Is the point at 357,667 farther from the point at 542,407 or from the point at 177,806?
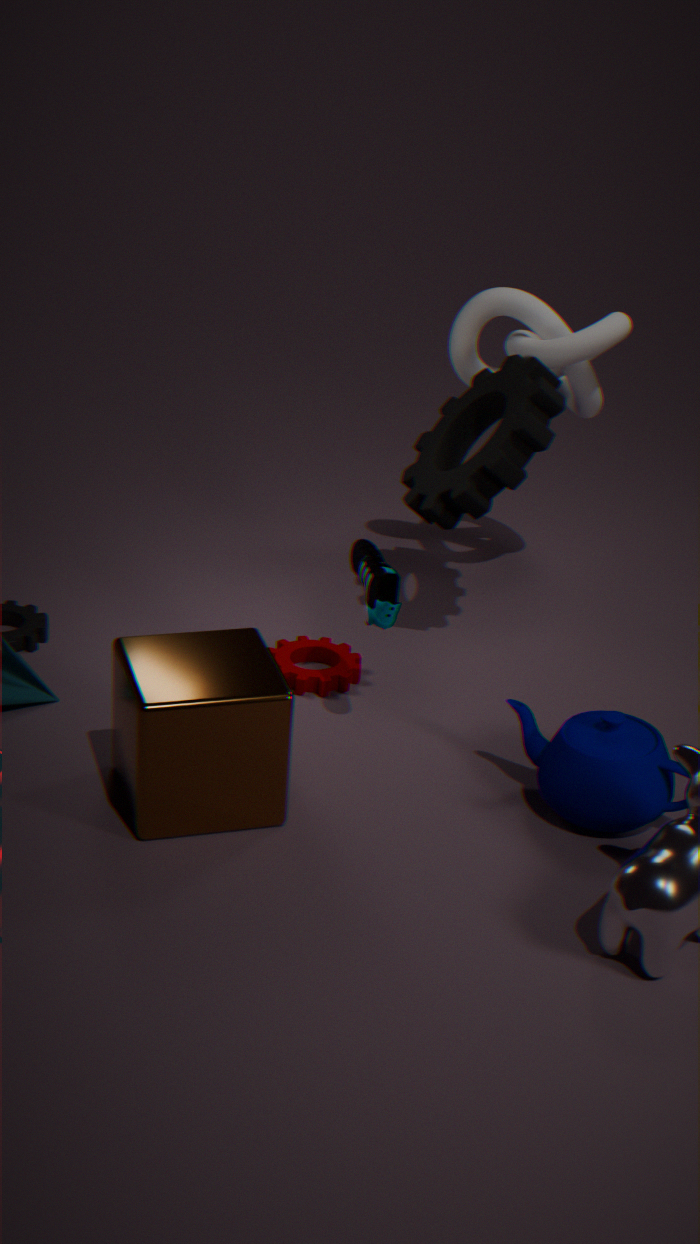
the point at 542,407
